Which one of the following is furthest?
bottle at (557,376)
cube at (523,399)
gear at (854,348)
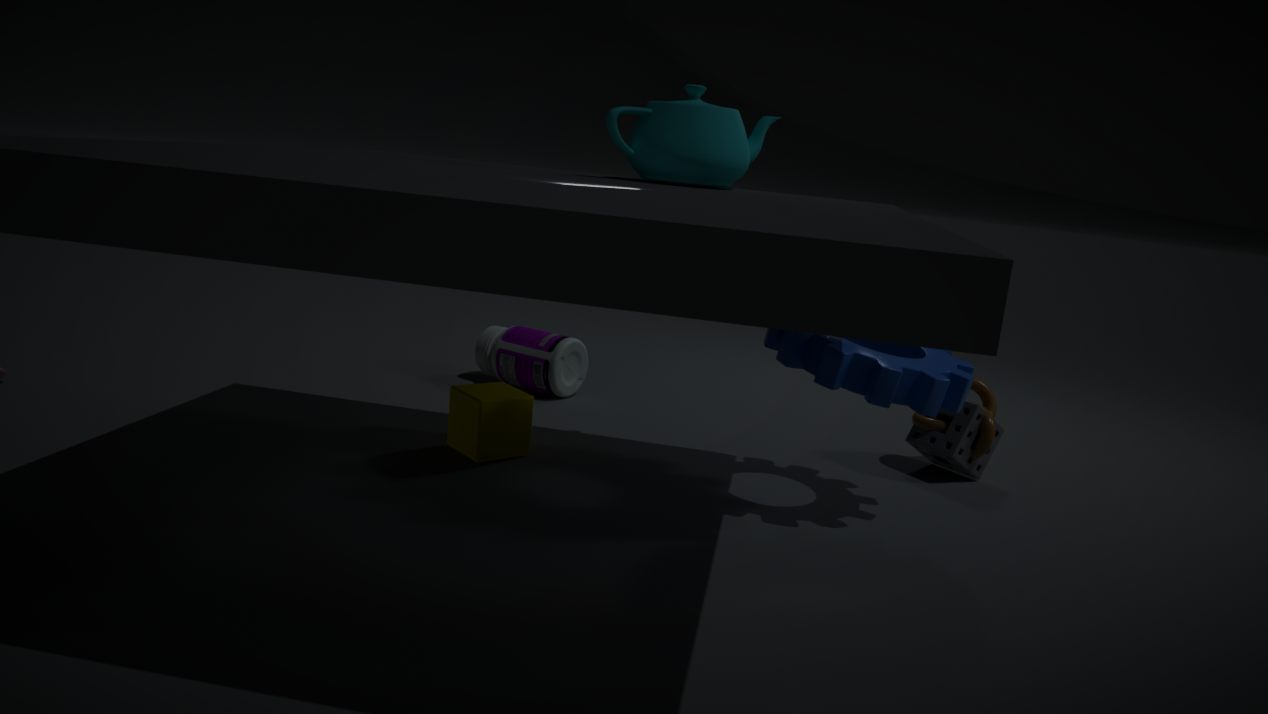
bottle at (557,376)
